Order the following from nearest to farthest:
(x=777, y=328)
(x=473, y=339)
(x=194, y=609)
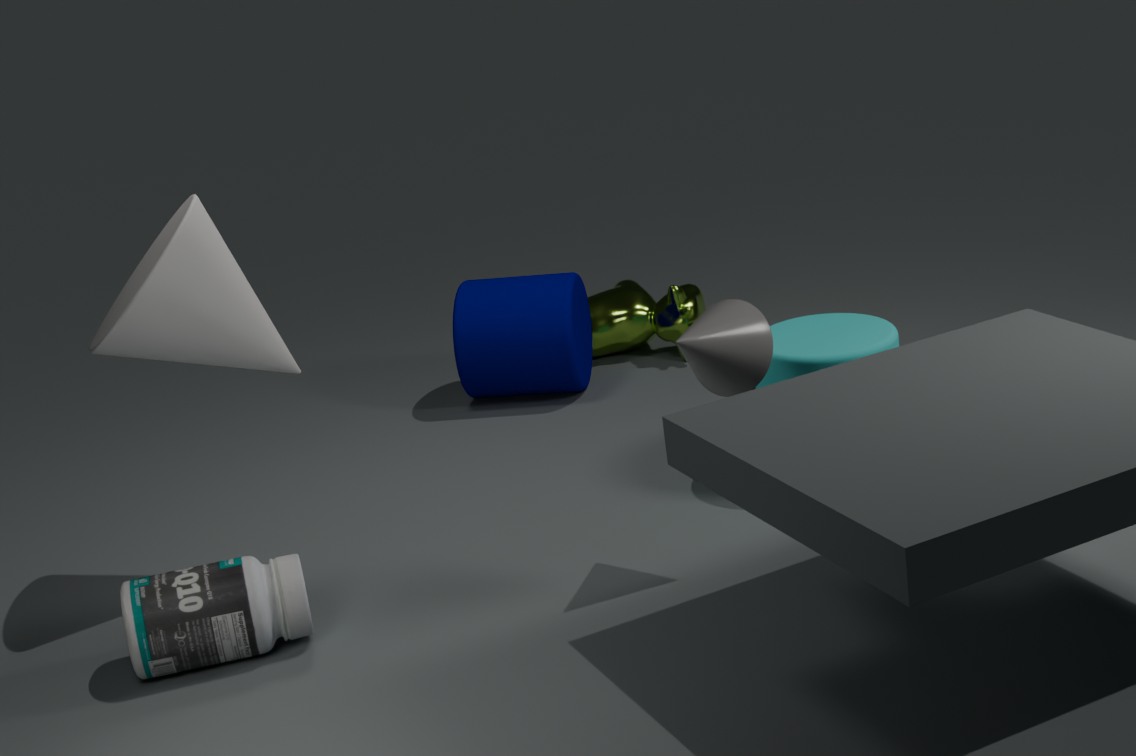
(x=194, y=609) → (x=777, y=328) → (x=473, y=339)
